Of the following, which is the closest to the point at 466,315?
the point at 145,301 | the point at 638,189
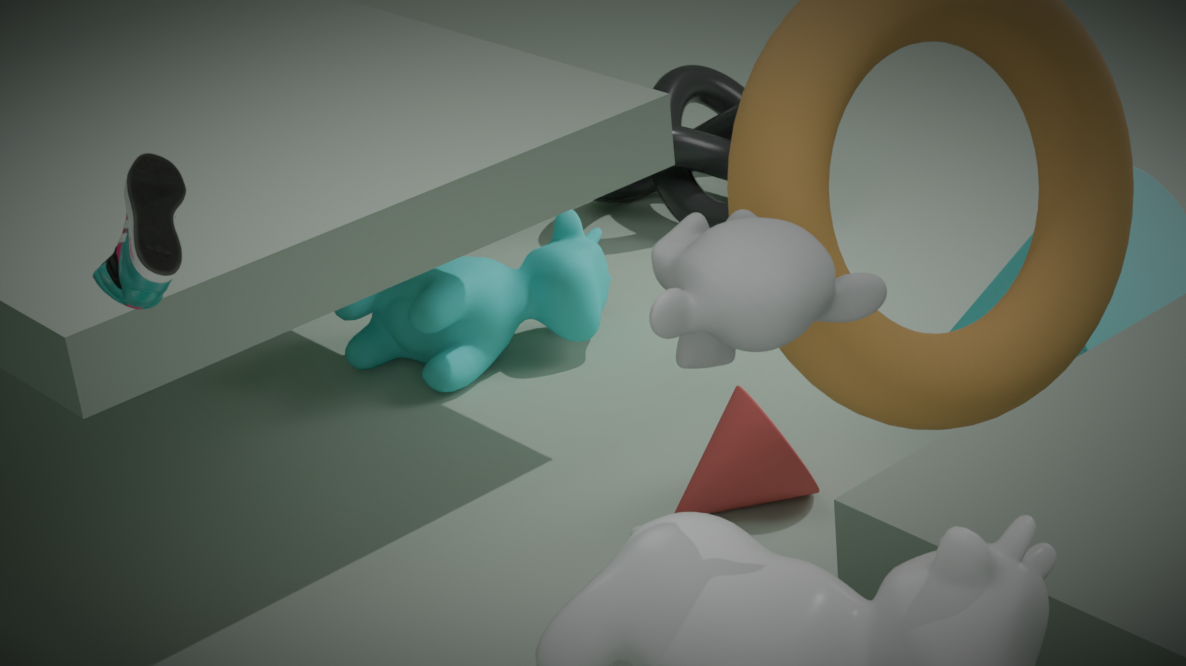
the point at 638,189
